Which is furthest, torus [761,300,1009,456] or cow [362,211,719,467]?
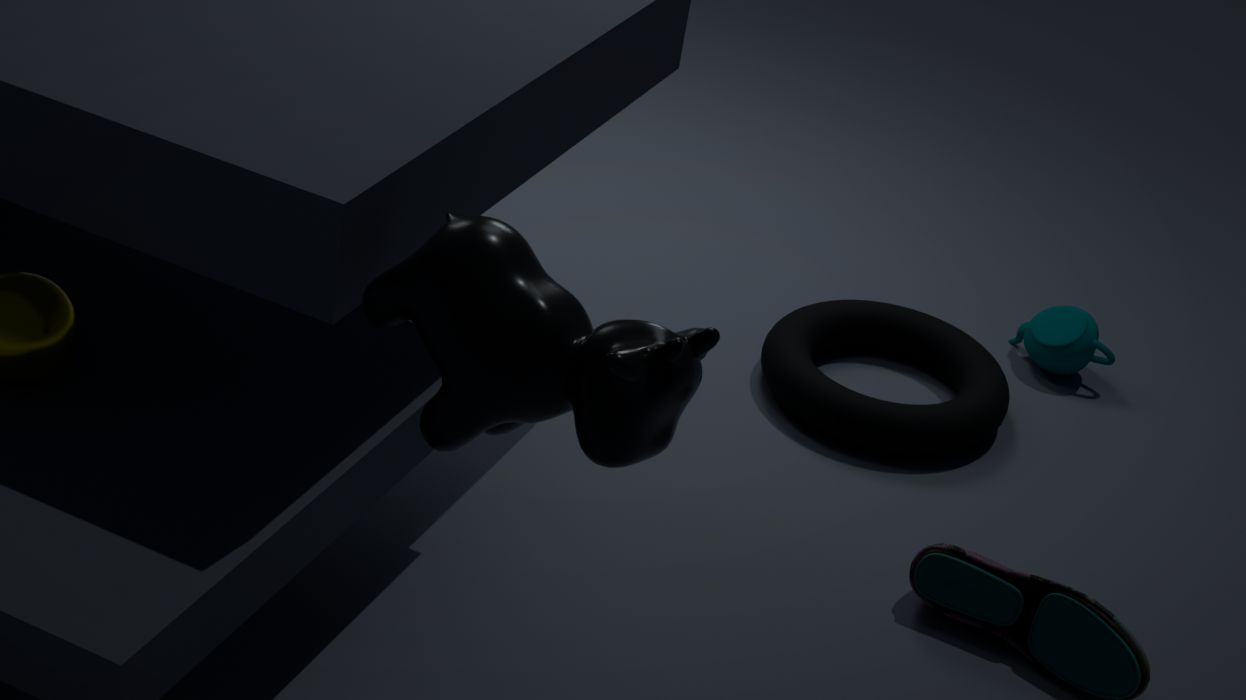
torus [761,300,1009,456]
